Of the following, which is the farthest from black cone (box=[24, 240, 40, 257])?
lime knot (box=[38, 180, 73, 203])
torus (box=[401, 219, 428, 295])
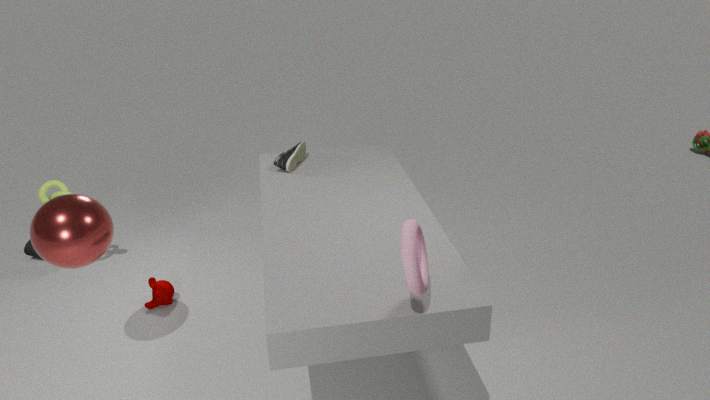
torus (box=[401, 219, 428, 295])
